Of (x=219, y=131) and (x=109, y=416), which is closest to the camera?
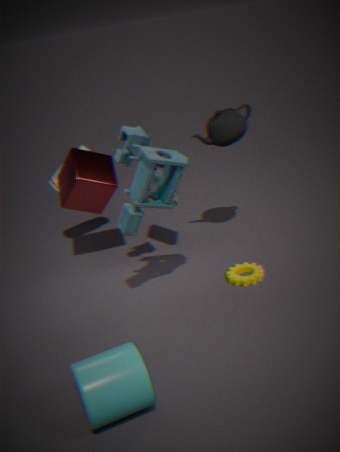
(x=109, y=416)
